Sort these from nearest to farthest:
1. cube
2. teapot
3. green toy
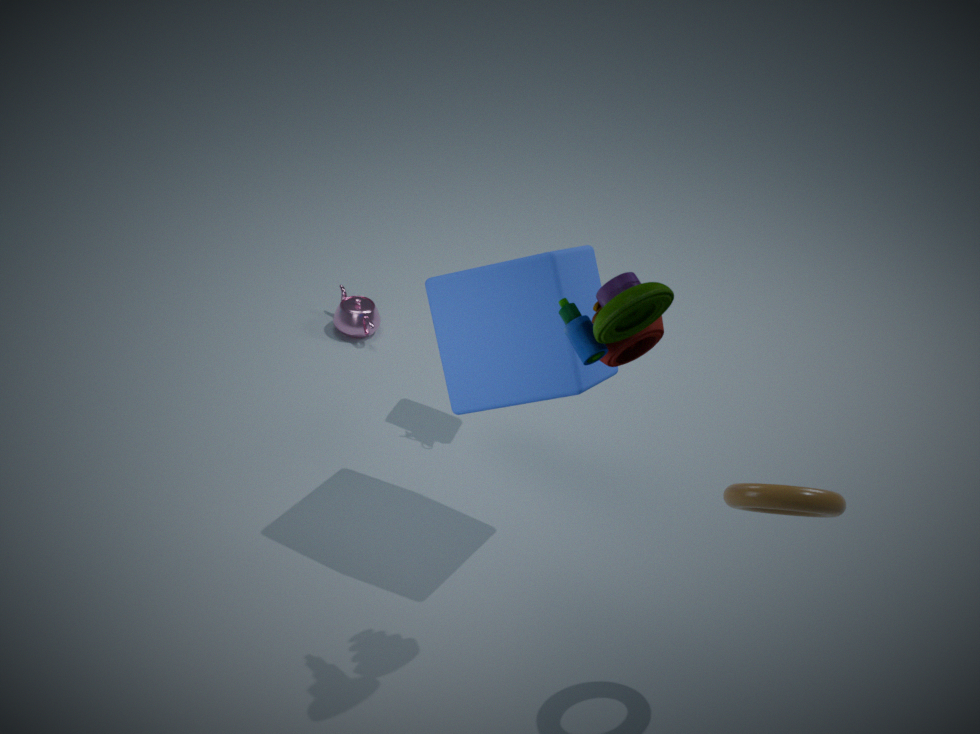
green toy, cube, teapot
